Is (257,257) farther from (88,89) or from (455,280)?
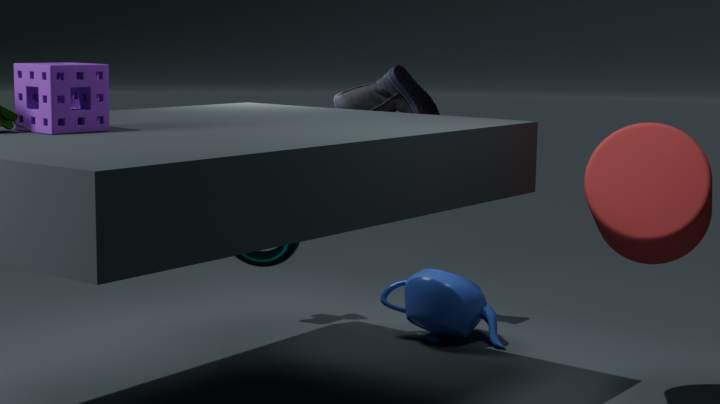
(455,280)
